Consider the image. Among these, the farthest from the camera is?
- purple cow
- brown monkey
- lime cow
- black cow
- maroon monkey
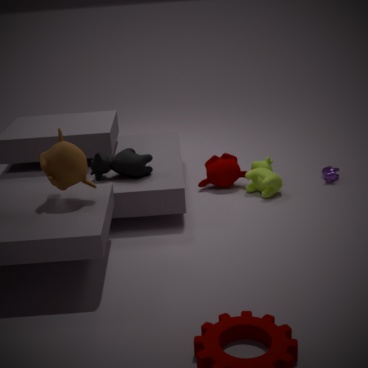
purple cow
